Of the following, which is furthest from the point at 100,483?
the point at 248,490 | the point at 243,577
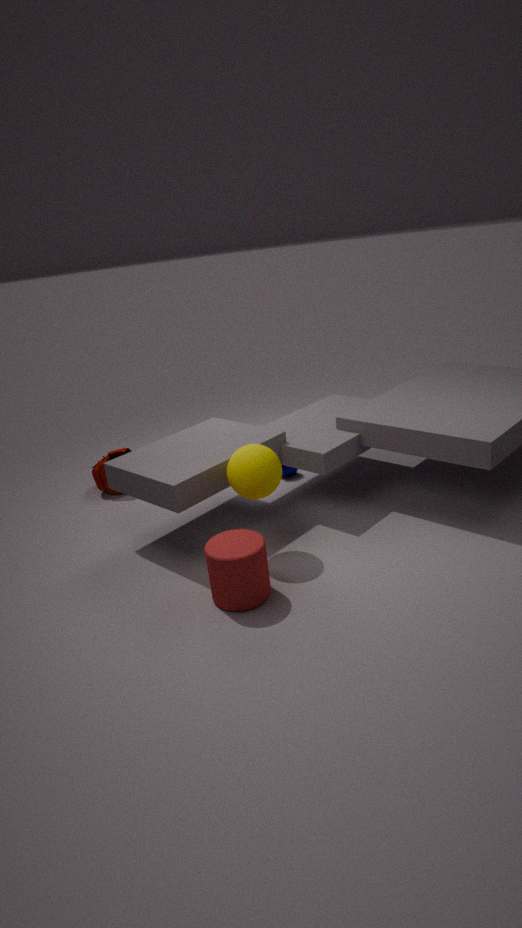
the point at 243,577
